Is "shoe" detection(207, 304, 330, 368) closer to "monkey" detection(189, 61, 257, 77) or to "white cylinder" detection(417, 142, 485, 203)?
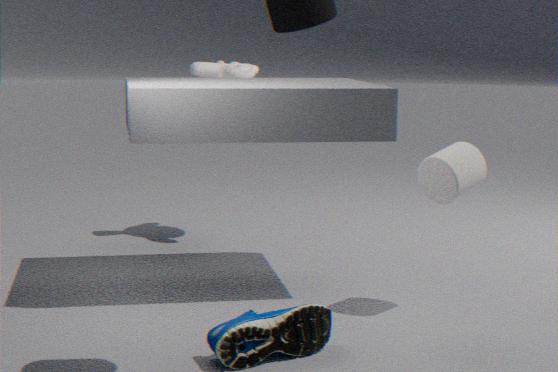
"white cylinder" detection(417, 142, 485, 203)
